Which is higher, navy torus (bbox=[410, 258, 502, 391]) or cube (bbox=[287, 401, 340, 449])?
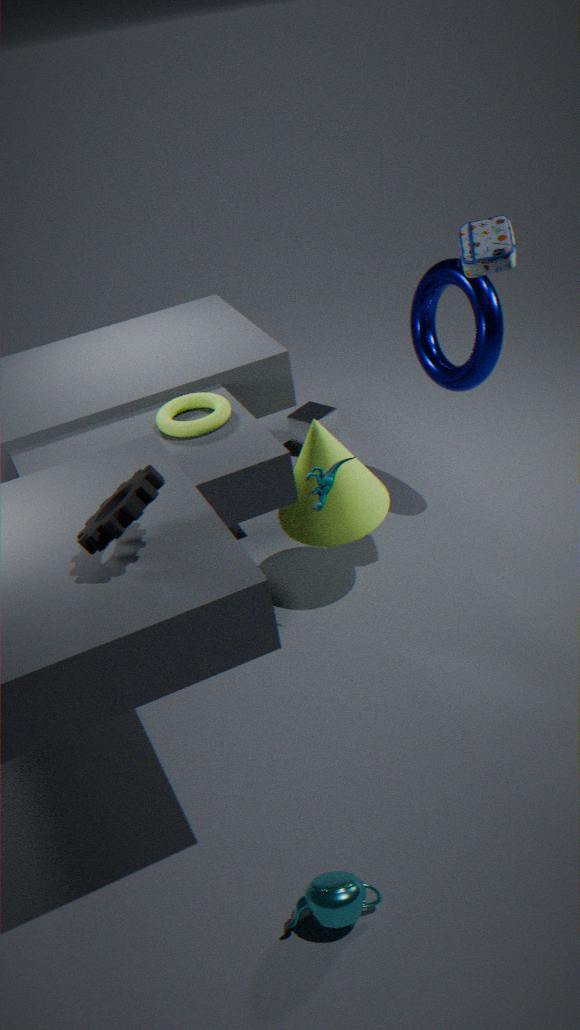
navy torus (bbox=[410, 258, 502, 391])
